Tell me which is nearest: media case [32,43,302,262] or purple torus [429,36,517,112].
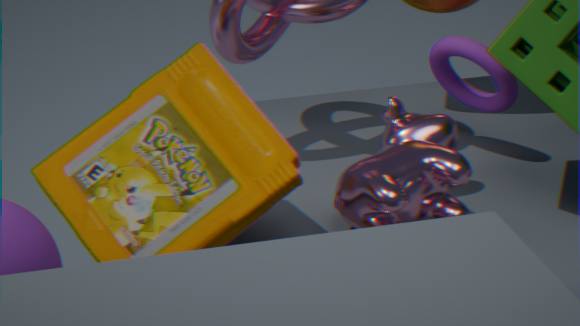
media case [32,43,302,262]
